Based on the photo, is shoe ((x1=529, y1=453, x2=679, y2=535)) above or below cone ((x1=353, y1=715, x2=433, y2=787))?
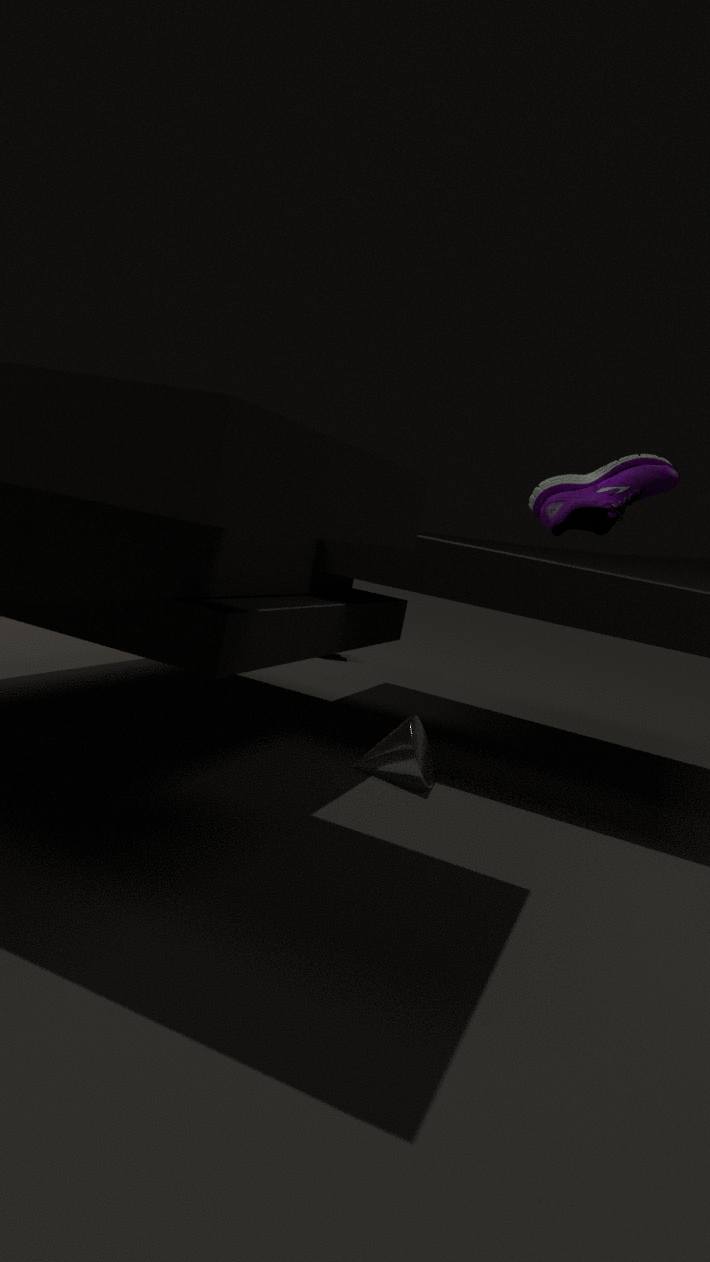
above
